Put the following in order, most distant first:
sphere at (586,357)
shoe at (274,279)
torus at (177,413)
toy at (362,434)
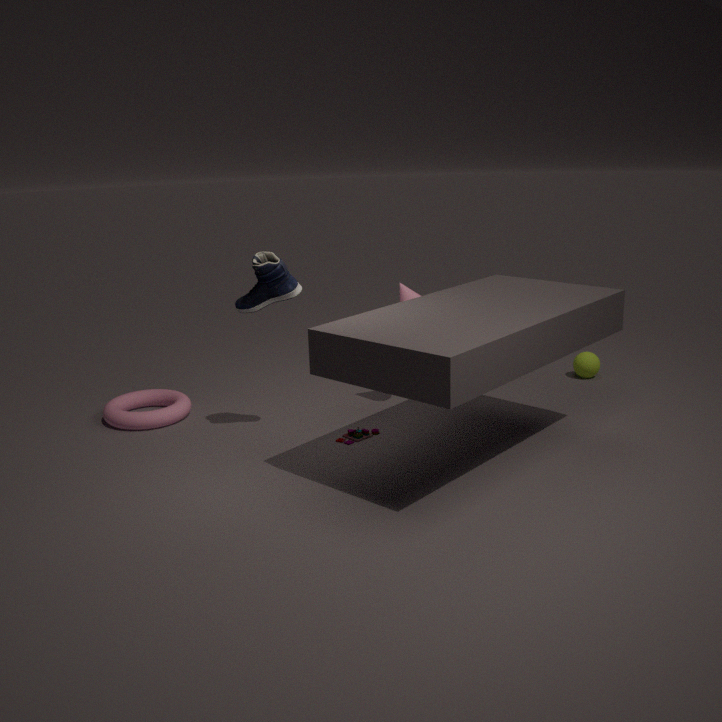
1. sphere at (586,357)
2. torus at (177,413)
3. toy at (362,434)
4. shoe at (274,279)
